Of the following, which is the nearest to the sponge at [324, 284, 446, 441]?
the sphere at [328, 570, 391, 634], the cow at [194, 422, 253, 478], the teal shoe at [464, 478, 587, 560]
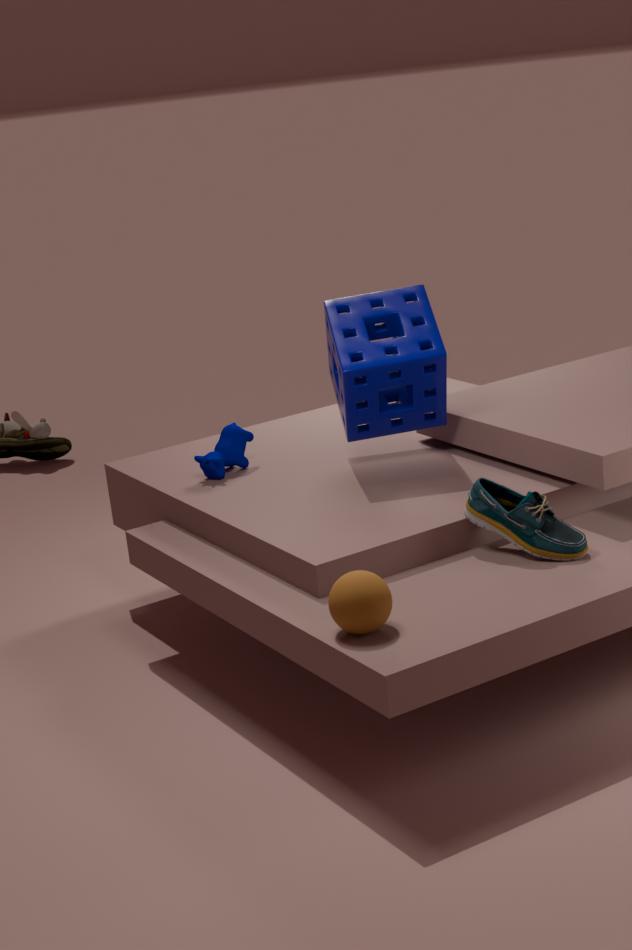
the cow at [194, 422, 253, 478]
